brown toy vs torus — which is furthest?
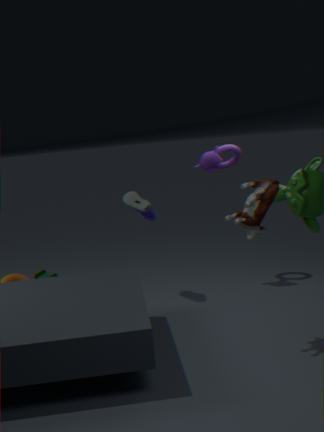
torus
